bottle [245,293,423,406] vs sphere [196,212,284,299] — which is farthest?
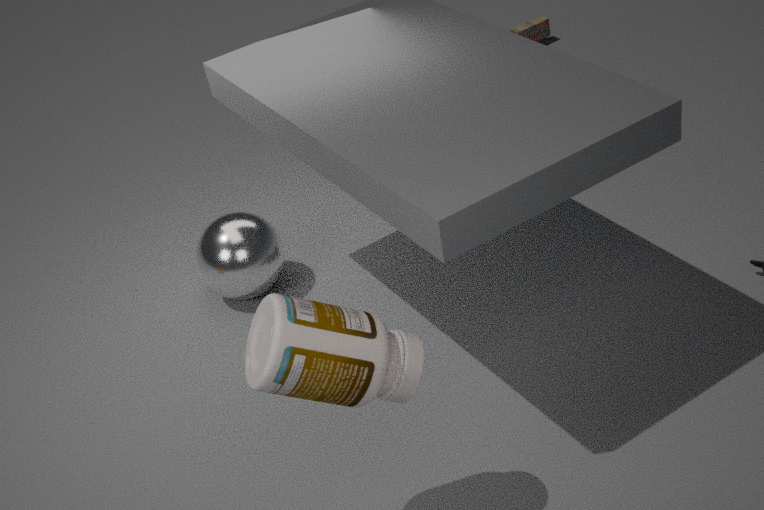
sphere [196,212,284,299]
